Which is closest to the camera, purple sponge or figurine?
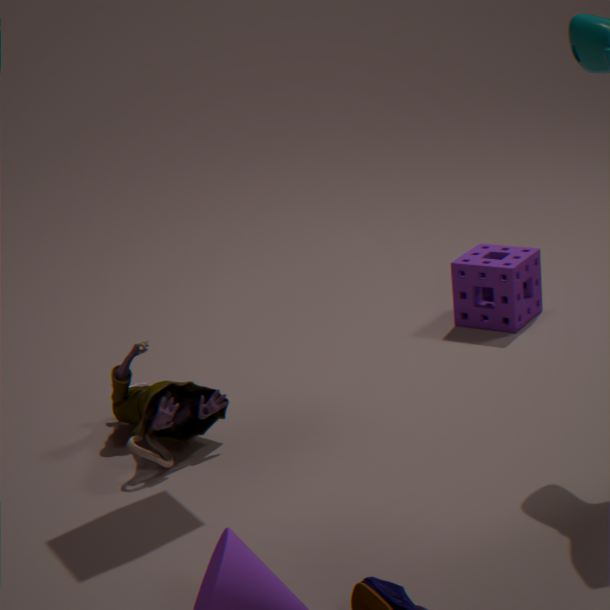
figurine
